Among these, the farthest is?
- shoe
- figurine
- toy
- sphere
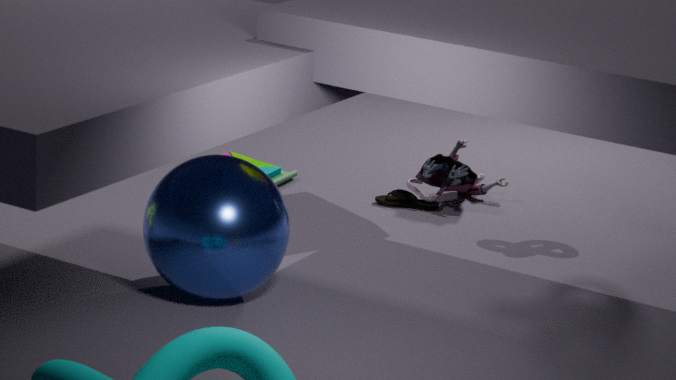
toy
